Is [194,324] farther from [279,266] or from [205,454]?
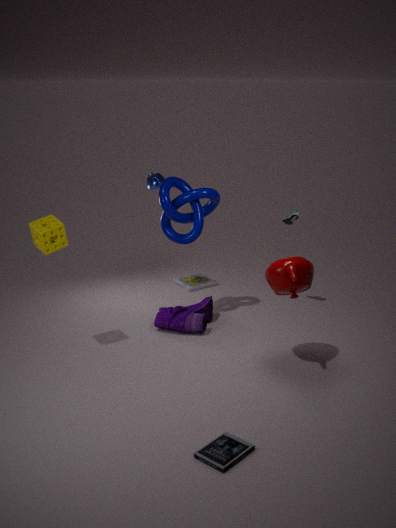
[205,454]
